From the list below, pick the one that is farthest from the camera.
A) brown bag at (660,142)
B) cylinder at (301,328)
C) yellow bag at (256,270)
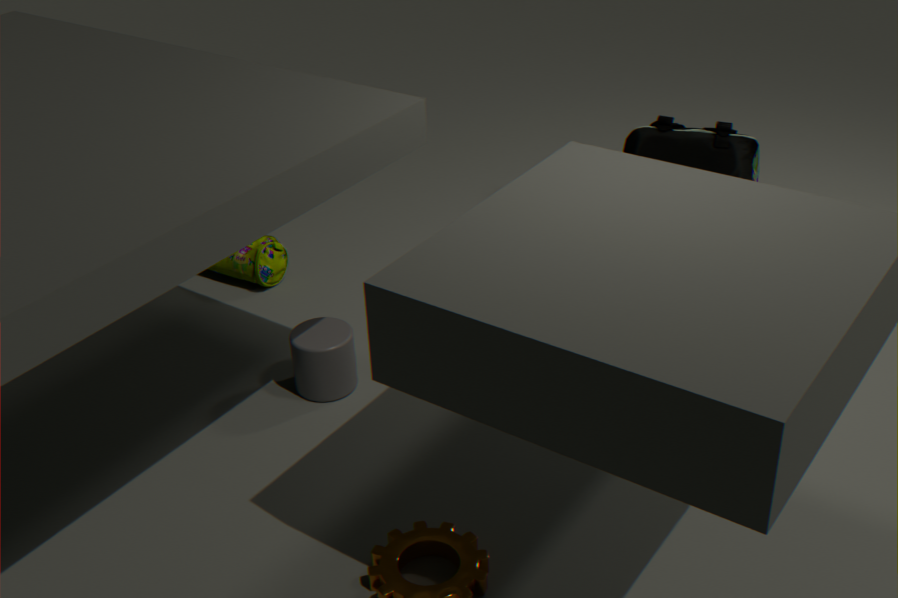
C. yellow bag at (256,270)
